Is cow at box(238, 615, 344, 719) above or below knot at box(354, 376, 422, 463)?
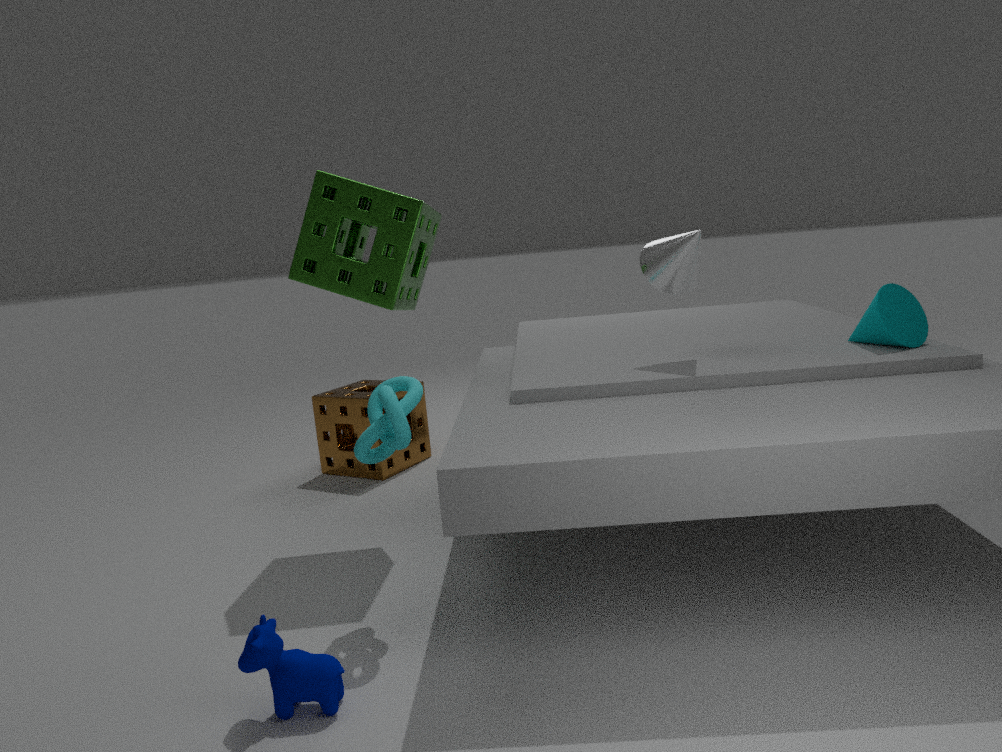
below
